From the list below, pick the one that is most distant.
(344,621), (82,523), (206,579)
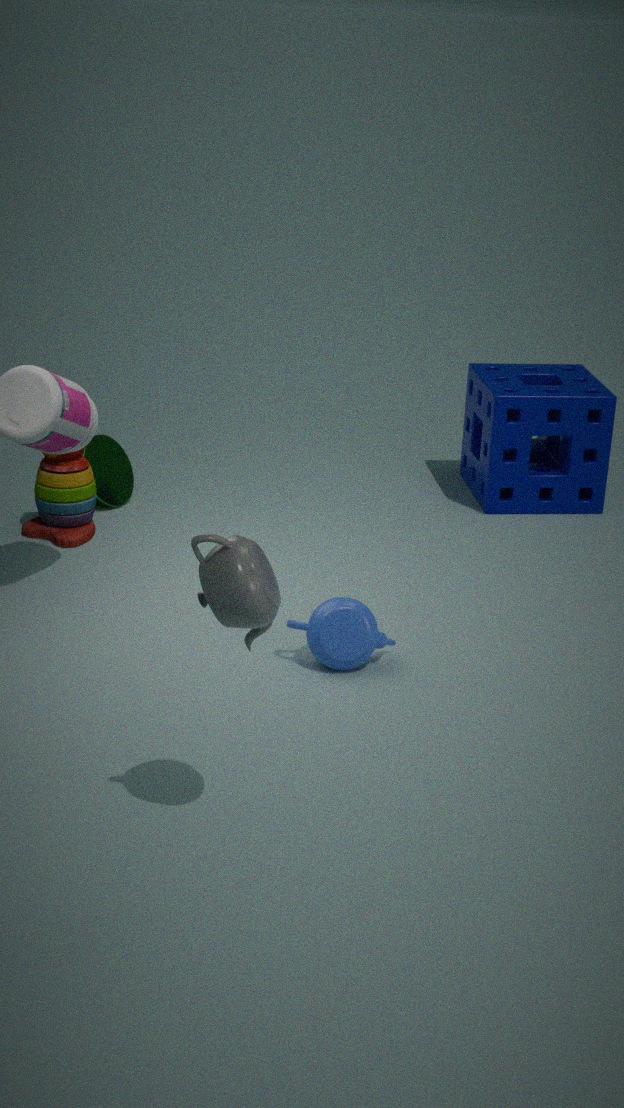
(82,523)
